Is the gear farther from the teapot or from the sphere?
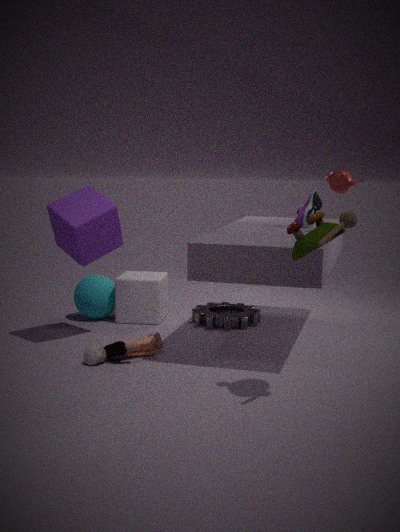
the teapot
